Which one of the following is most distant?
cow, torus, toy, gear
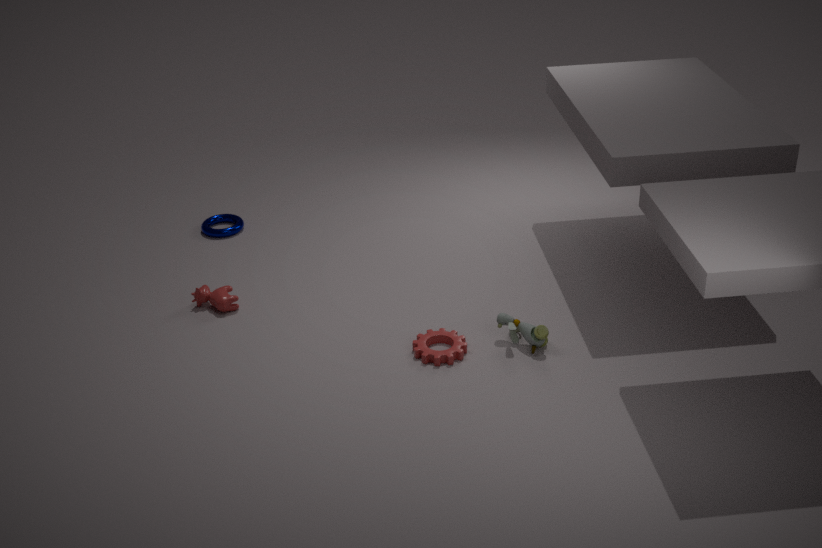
torus
